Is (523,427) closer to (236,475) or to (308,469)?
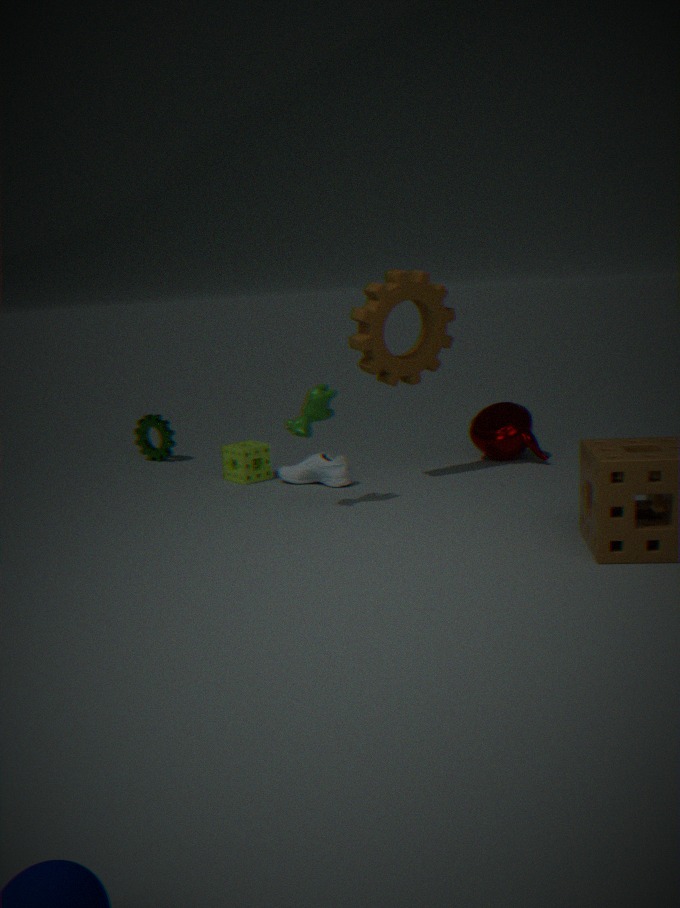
(308,469)
